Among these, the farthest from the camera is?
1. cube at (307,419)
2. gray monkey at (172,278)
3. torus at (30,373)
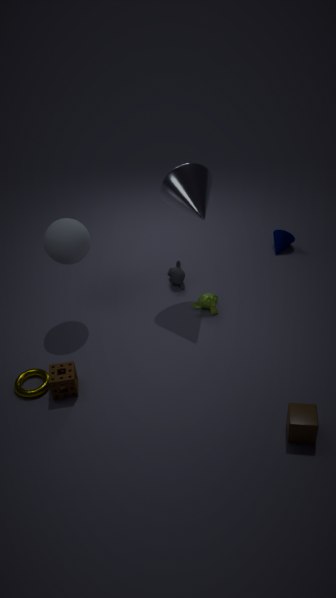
gray monkey at (172,278)
